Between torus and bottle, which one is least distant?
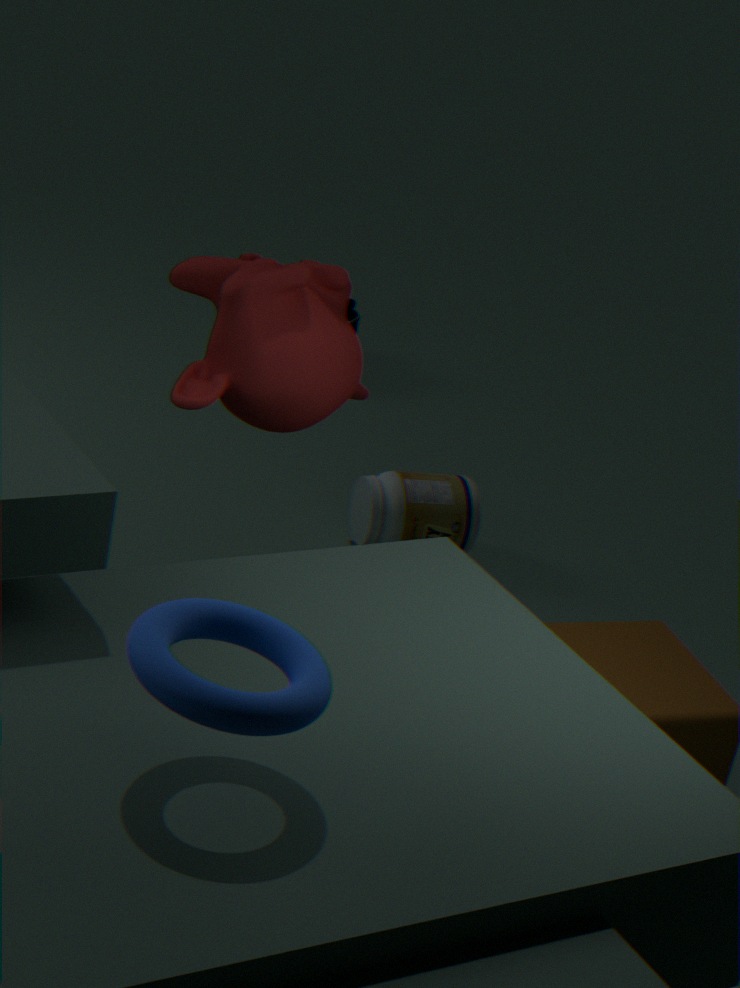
torus
